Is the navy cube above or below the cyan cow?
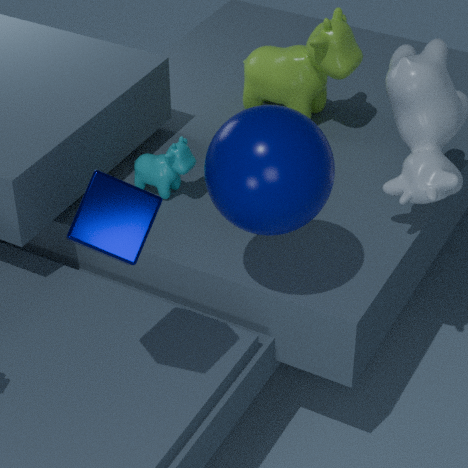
above
